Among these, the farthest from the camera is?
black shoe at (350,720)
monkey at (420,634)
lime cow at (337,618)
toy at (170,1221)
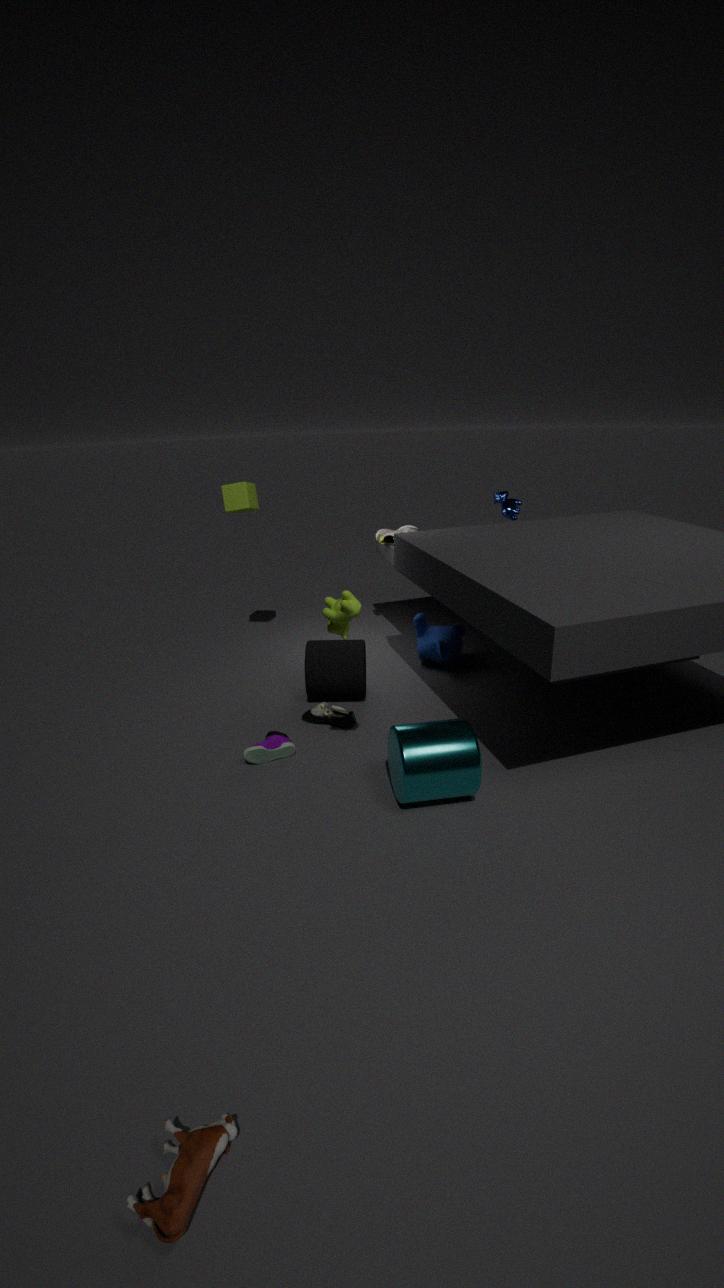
monkey at (420,634)
